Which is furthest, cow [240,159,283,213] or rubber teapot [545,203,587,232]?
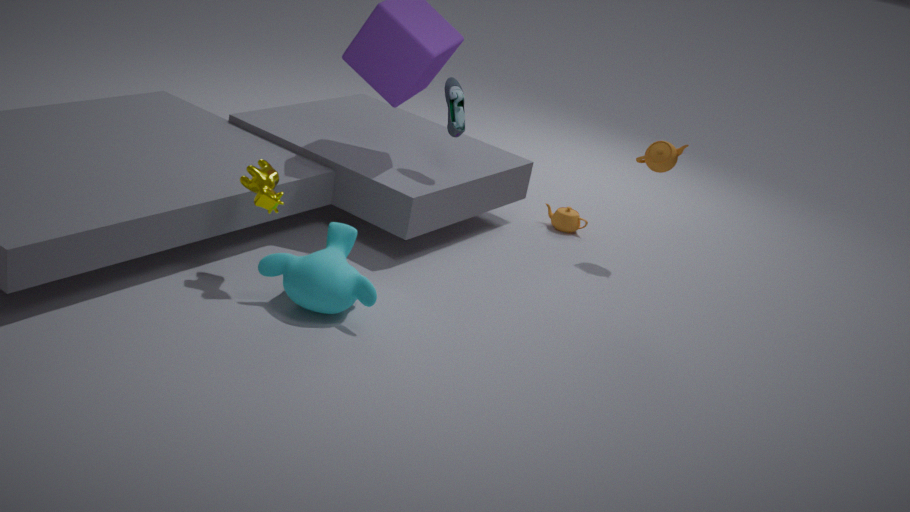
rubber teapot [545,203,587,232]
